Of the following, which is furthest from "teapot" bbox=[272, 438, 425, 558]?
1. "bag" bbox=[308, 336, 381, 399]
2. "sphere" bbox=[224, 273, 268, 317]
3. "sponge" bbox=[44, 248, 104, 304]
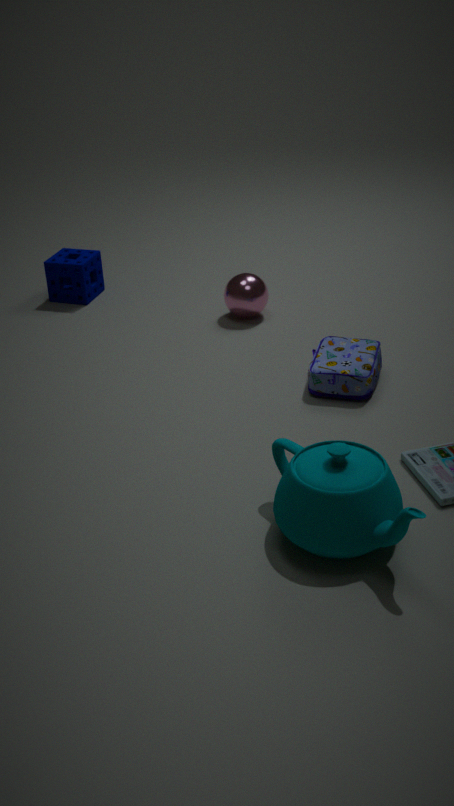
"sponge" bbox=[44, 248, 104, 304]
